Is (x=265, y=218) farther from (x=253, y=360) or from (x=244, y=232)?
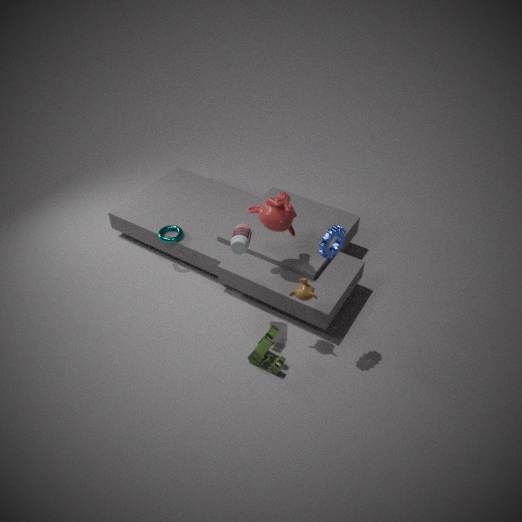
(x=253, y=360)
